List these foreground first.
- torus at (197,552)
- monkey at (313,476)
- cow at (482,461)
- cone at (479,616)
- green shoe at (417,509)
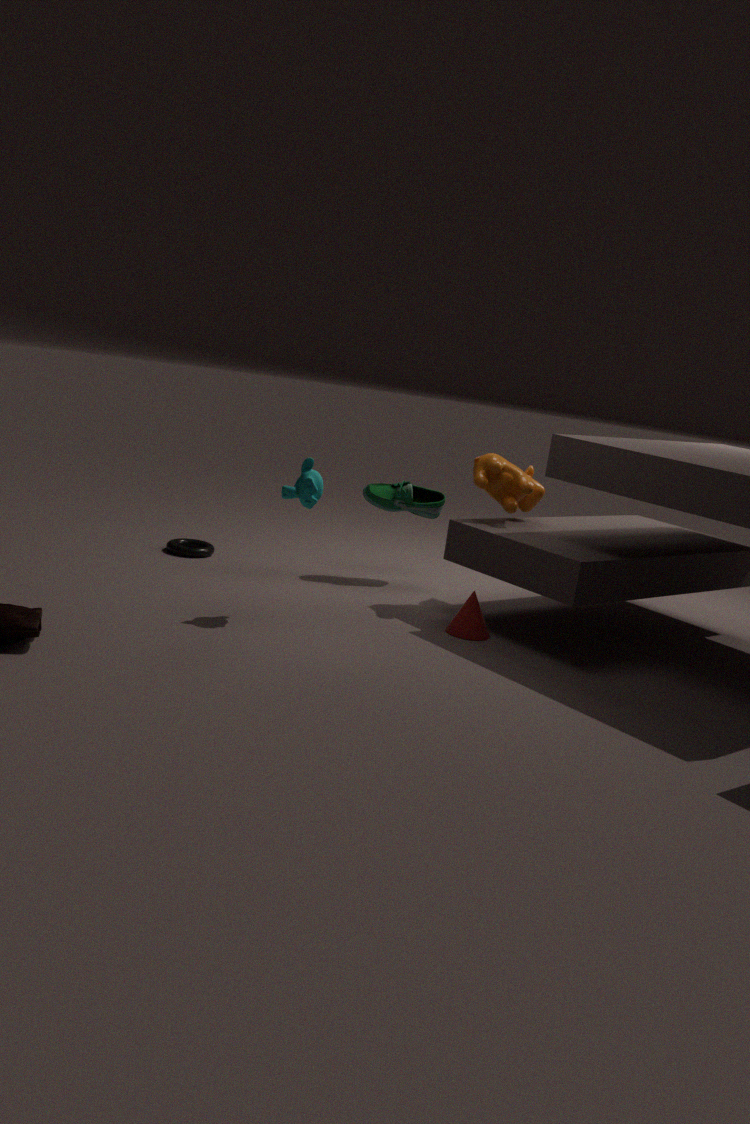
monkey at (313,476) → cone at (479,616) → cow at (482,461) → green shoe at (417,509) → torus at (197,552)
